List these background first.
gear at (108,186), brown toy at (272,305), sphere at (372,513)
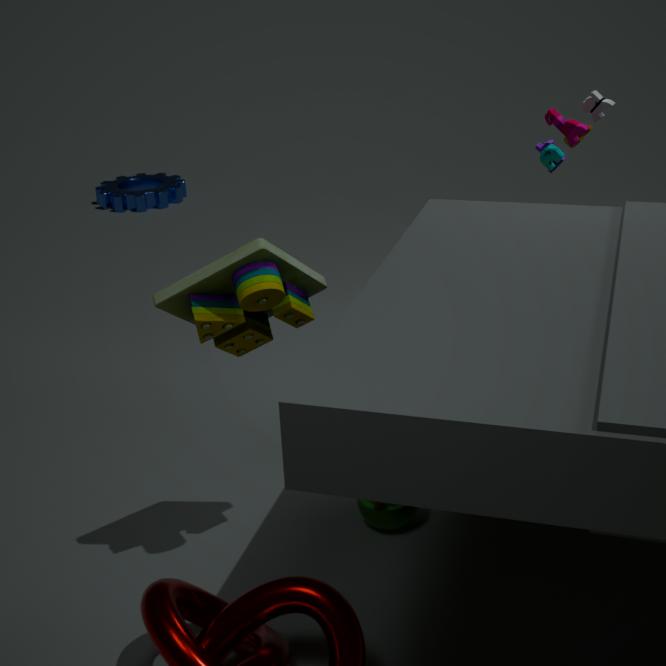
gear at (108,186), sphere at (372,513), brown toy at (272,305)
